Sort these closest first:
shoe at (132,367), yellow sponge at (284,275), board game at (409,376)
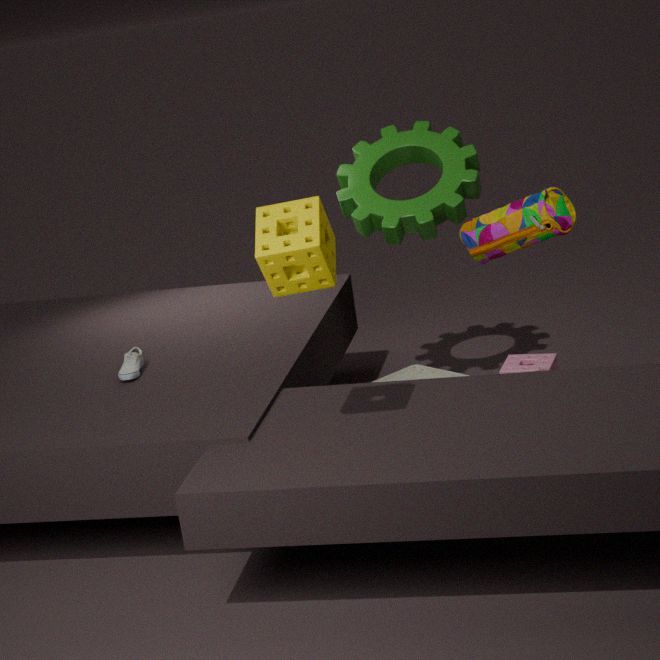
yellow sponge at (284,275), shoe at (132,367), board game at (409,376)
